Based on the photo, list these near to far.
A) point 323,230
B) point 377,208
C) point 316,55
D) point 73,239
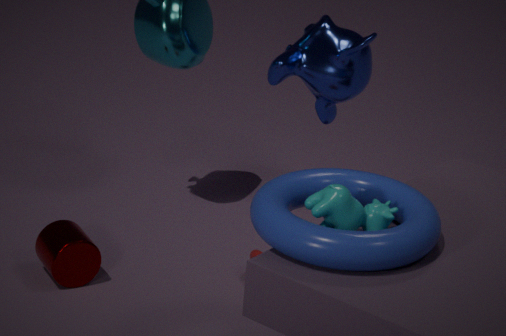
1. point 323,230
2. point 377,208
3. point 73,239
4. point 316,55
